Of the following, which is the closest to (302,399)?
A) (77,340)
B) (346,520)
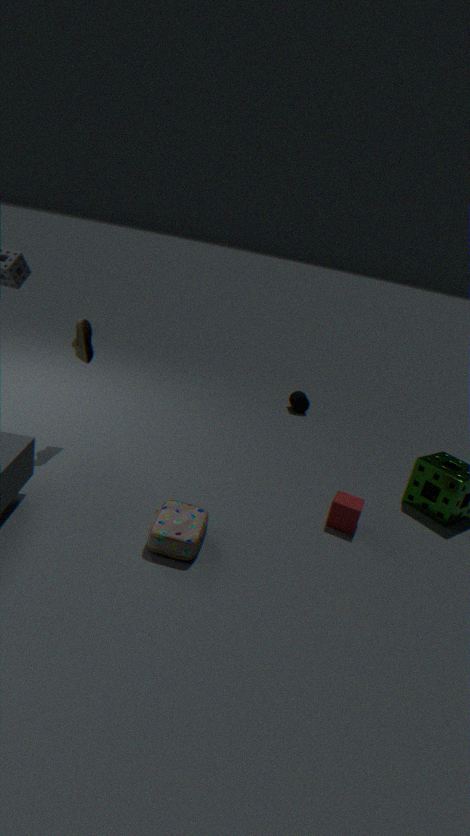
(346,520)
